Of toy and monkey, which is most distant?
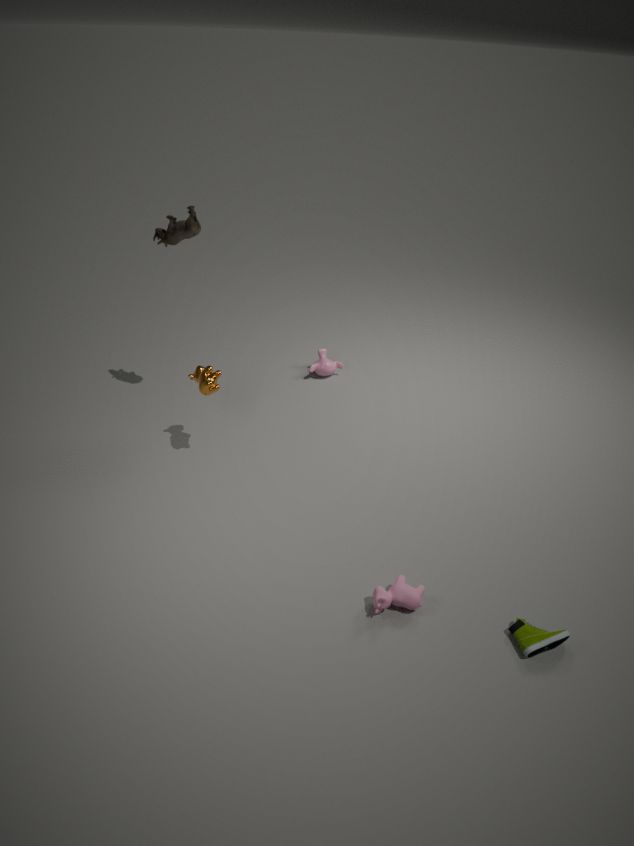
monkey
